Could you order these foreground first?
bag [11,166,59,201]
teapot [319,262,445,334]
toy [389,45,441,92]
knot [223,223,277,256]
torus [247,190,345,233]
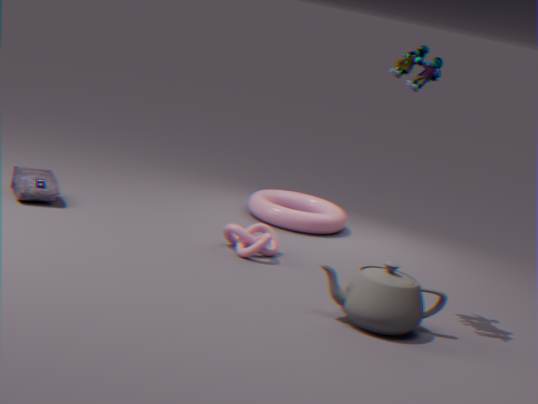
teapot [319,262,445,334] < toy [389,45,441,92] < knot [223,223,277,256] < bag [11,166,59,201] < torus [247,190,345,233]
